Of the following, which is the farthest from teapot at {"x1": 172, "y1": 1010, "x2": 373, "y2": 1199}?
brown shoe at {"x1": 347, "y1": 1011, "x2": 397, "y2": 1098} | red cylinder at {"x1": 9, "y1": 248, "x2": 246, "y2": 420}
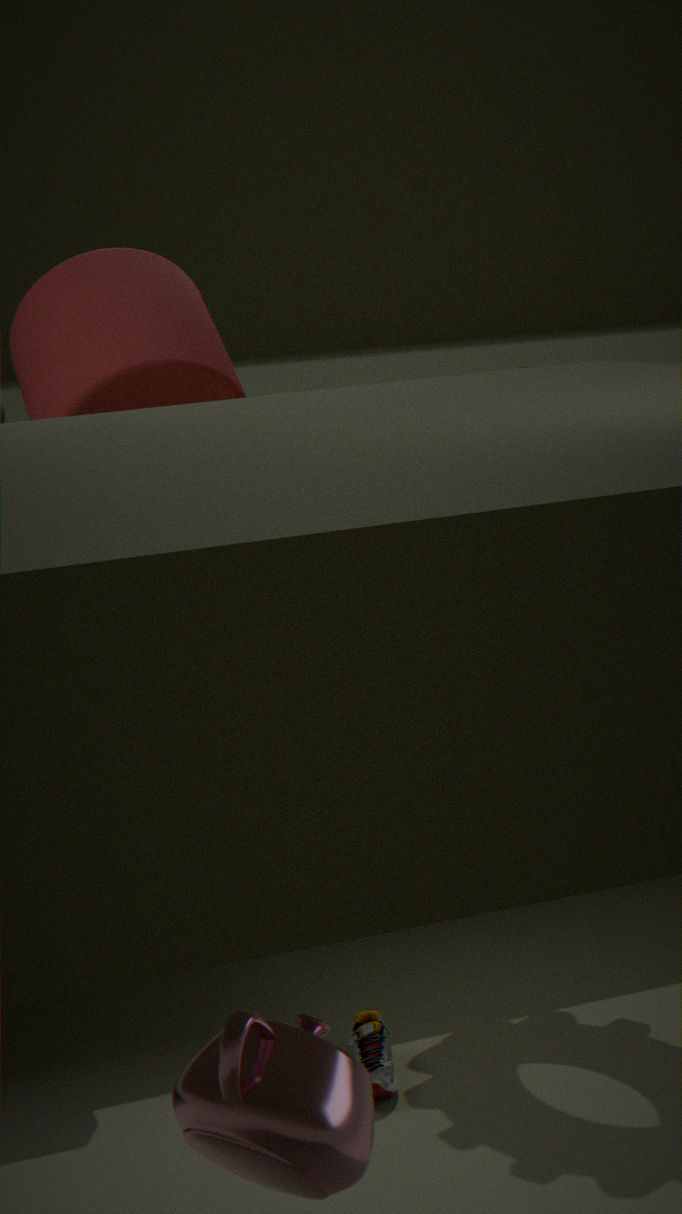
red cylinder at {"x1": 9, "y1": 248, "x2": 246, "y2": 420}
